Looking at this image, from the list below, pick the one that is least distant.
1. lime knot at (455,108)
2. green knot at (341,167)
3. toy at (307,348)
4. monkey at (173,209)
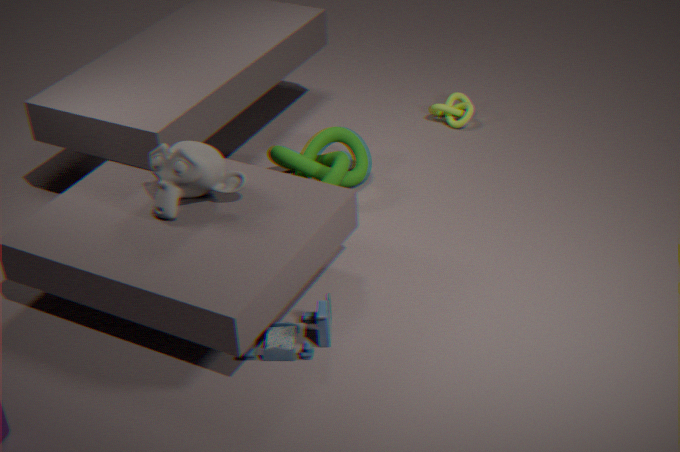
toy at (307,348)
